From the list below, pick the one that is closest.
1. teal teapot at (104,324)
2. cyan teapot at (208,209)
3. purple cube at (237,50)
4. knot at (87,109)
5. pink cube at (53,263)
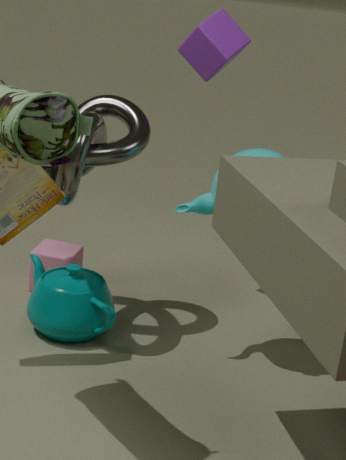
knot at (87,109)
